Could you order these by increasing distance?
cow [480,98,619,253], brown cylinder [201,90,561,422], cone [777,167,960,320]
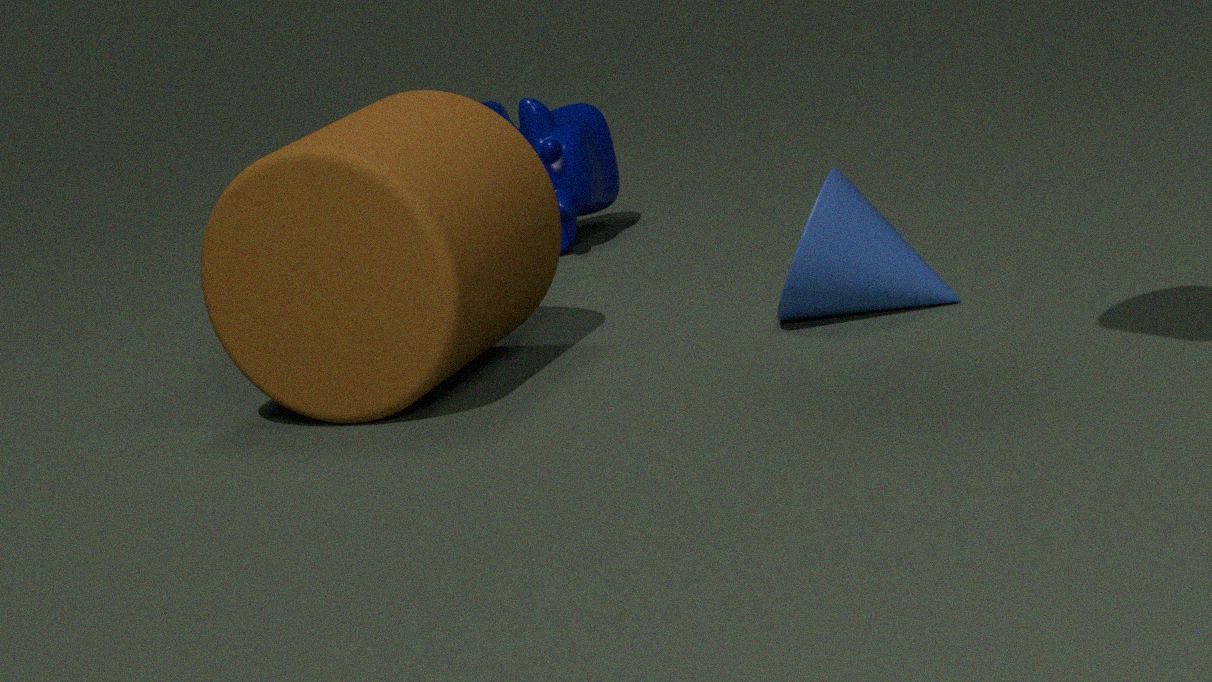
brown cylinder [201,90,561,422]
cone [777,167,960,320]
cow [480,98,619,253]
